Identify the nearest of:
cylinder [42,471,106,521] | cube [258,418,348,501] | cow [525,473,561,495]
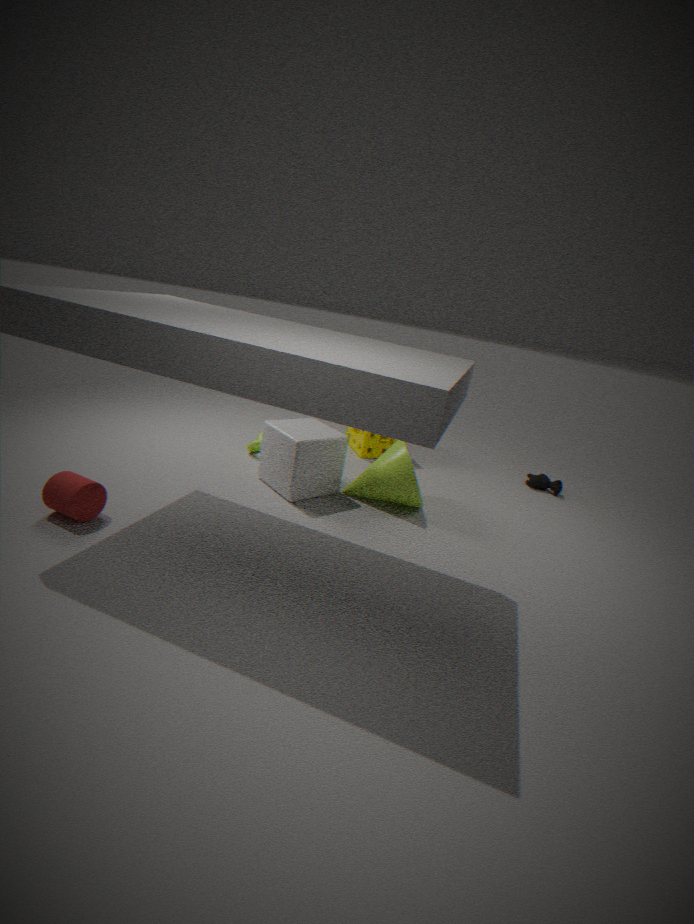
cylinder [42,471,106,521]
